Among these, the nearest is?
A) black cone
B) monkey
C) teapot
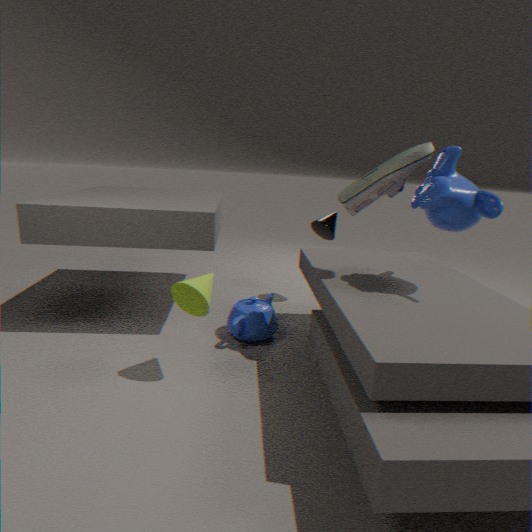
monkey
